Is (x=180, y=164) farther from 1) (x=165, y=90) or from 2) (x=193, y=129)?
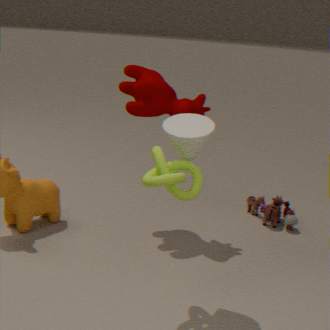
1) (x=165, y=90)
